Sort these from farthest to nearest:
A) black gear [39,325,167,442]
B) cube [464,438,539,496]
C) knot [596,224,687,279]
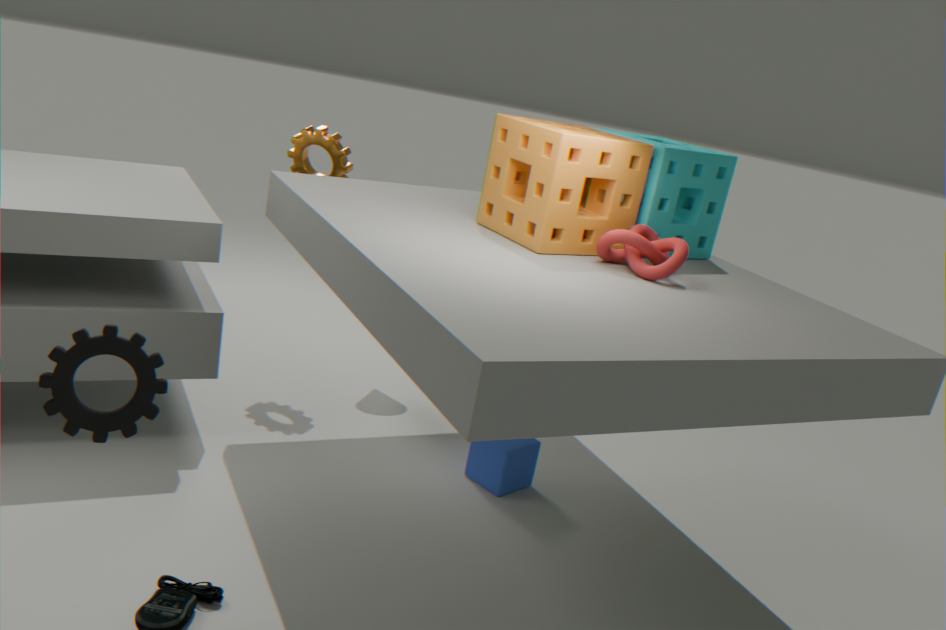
cube [464,438,539,496] → knot [596,224,687,279] → black gear [39,325,167,442]
